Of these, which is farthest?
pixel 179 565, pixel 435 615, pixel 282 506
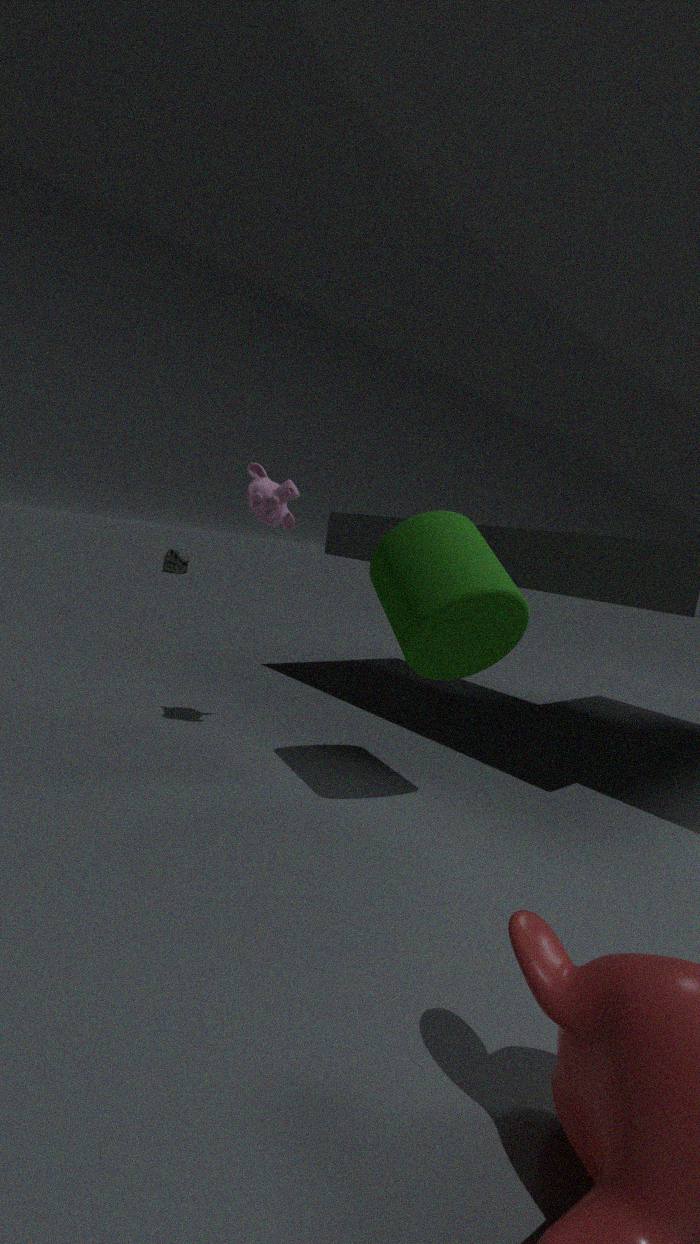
pixel 179 565
